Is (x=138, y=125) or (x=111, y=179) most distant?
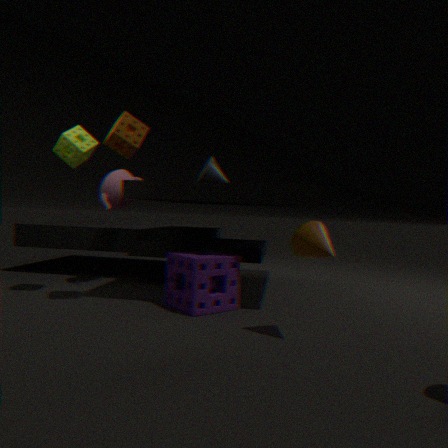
(x=111, y=179)
